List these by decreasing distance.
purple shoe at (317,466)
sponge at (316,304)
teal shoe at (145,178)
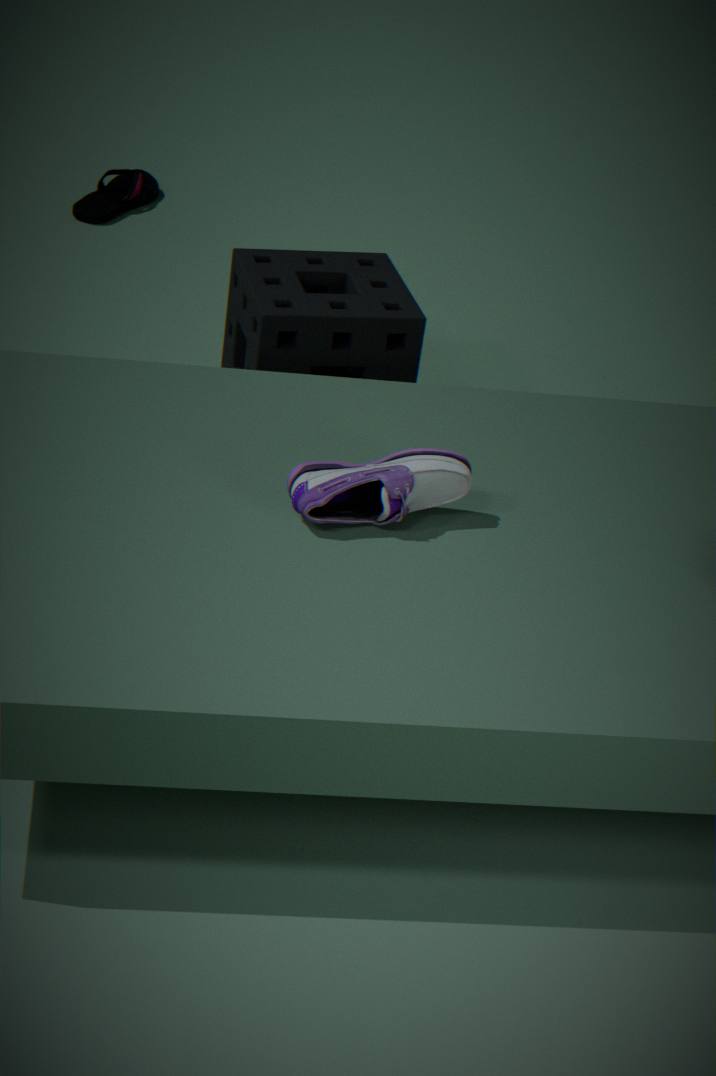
teal shoe at (145,178)
sponge at (316,304)
purple shoe at (317,466)
